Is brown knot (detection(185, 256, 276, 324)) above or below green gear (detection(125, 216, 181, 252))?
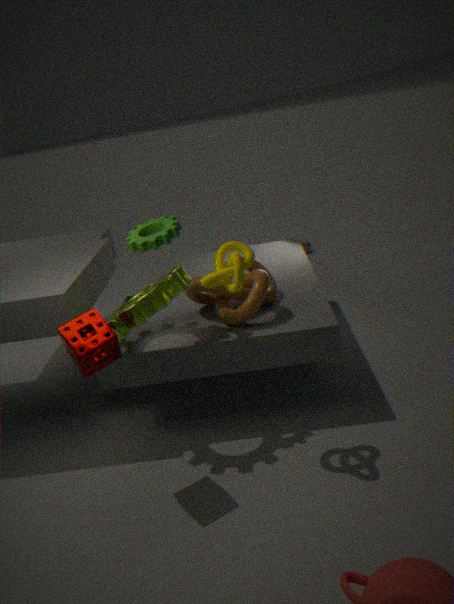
below
